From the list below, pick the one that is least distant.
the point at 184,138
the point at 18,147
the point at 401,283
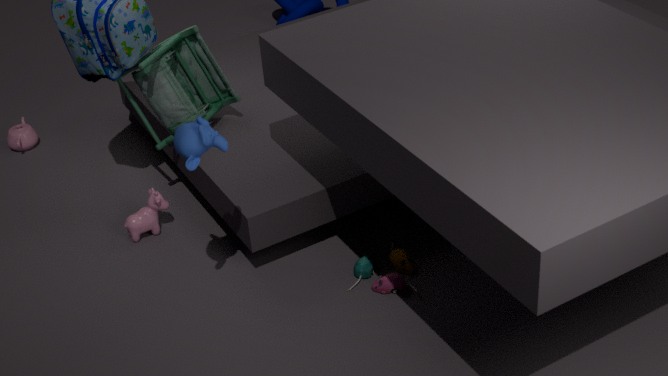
the point at 184,138
